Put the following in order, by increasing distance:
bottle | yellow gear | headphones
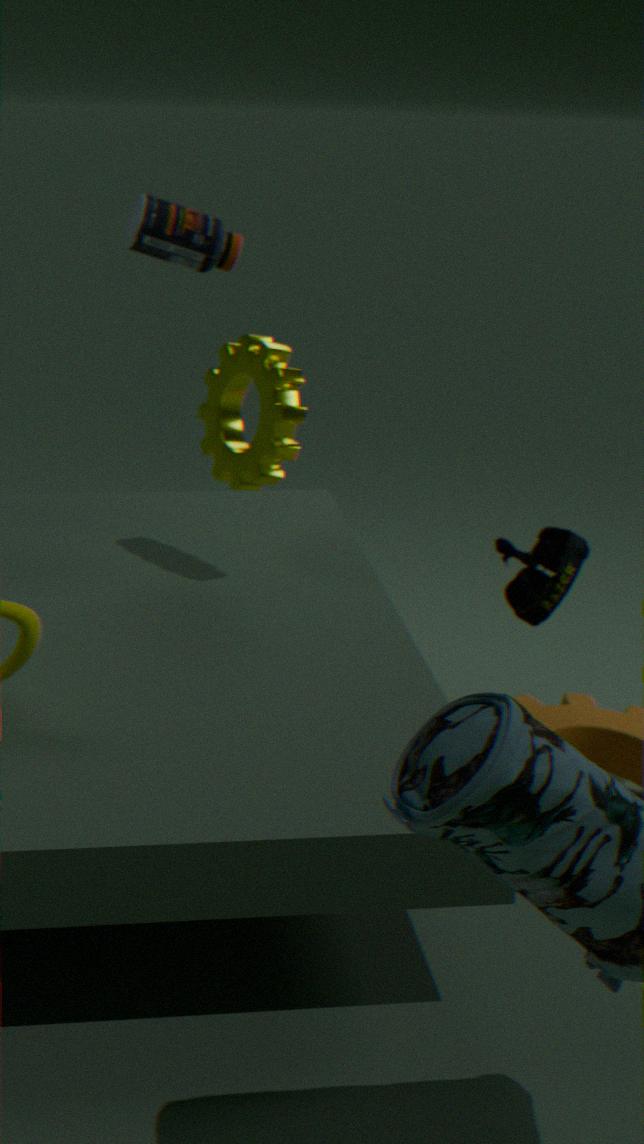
1. yellow gear
2. headphones
3. bottle
